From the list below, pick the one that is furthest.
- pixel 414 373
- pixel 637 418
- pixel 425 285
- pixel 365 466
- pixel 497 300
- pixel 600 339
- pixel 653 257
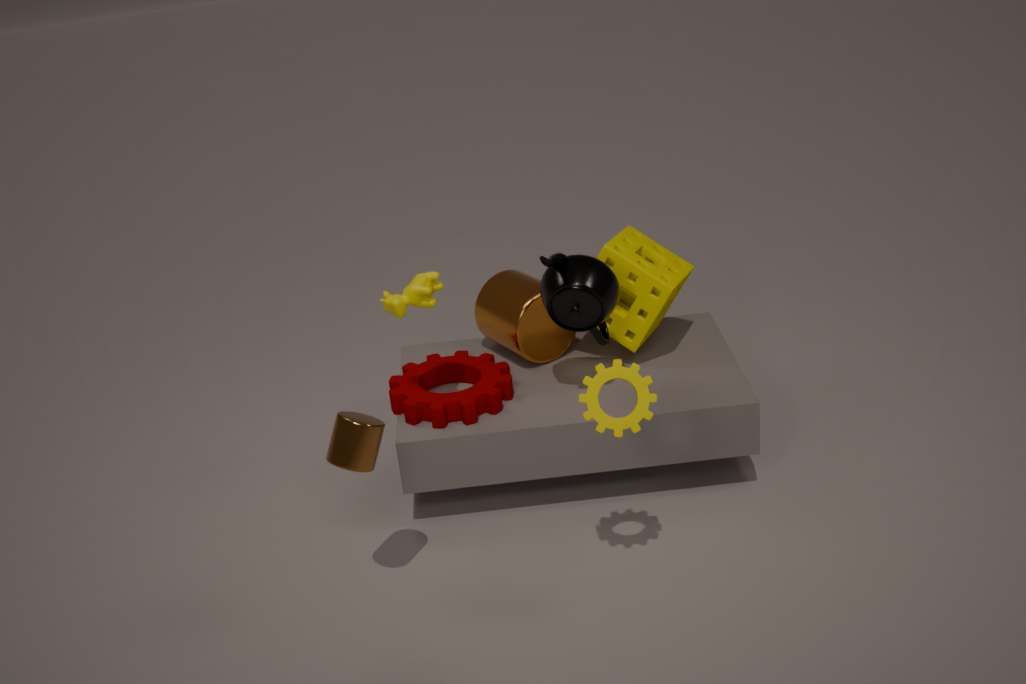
pixel 497 300
